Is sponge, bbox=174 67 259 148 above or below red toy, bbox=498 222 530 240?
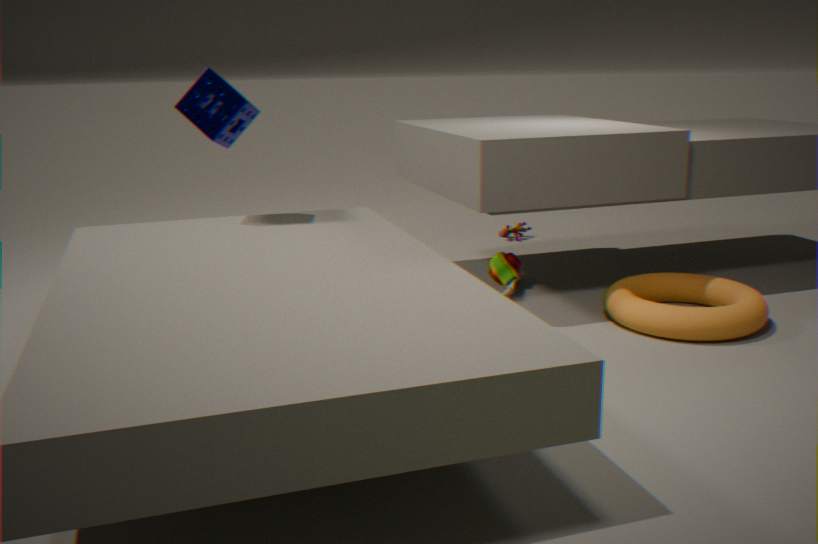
above
